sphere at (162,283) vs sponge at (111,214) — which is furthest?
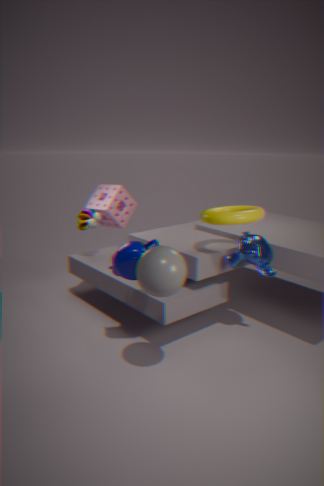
sponge at (111,214)
